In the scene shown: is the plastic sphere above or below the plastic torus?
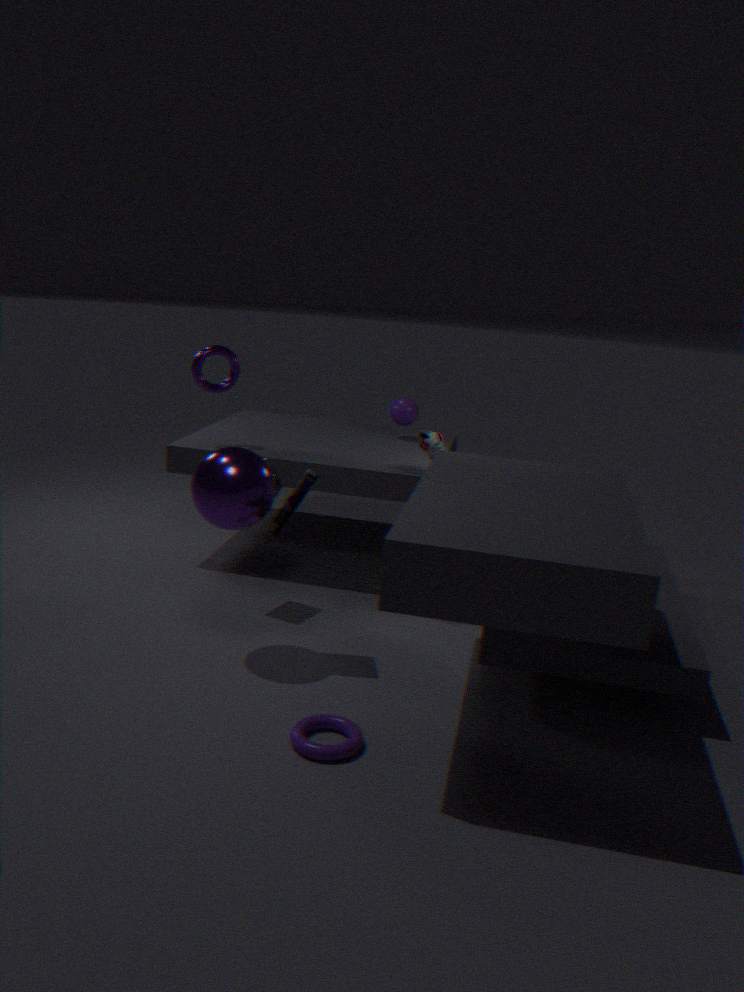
above
